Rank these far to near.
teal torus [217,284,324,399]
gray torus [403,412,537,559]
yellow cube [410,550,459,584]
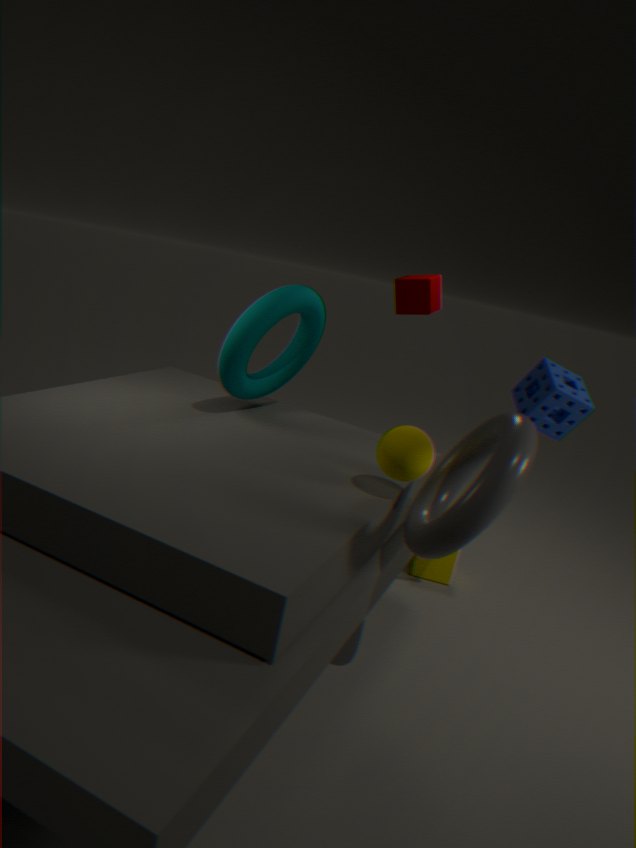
yellow cube [410,550,459,584], teal torus [217,284,324,399], gray torus [403,412,537,559]
